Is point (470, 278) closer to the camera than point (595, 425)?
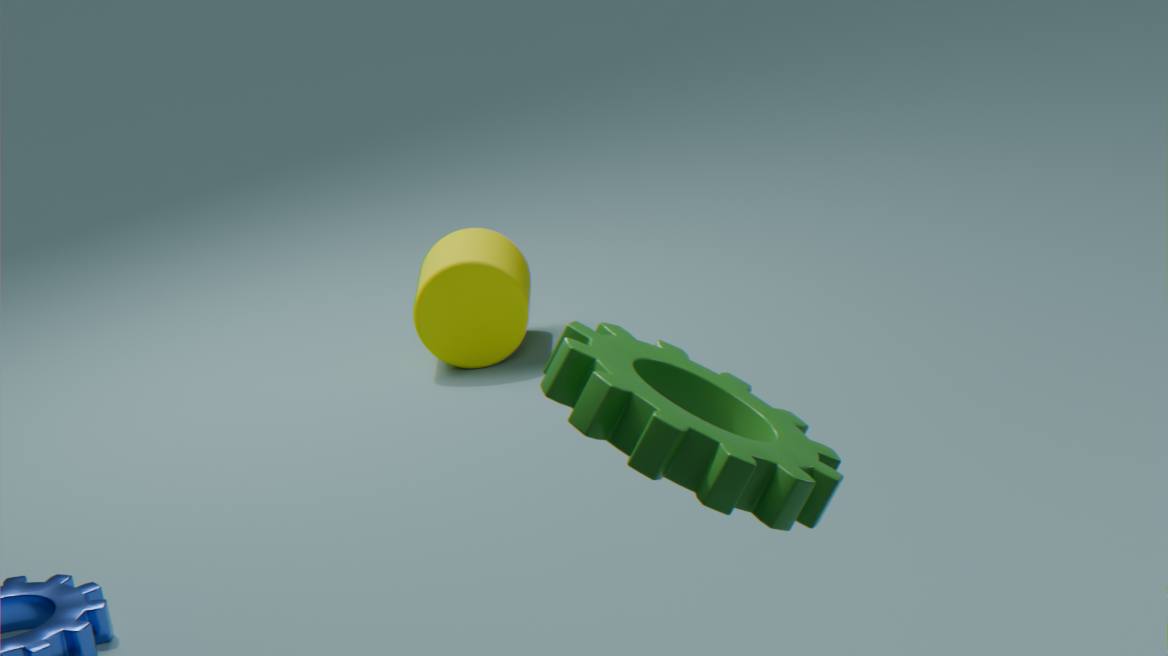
No
